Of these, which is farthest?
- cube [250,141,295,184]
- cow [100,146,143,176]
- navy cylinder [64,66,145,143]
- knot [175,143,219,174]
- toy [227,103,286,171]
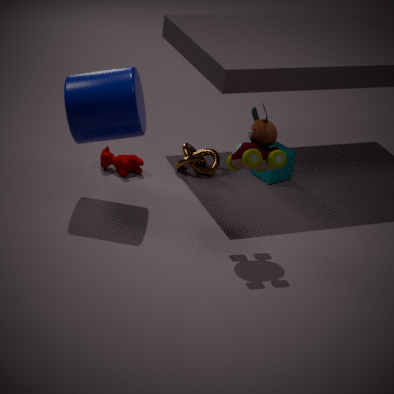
cube [250,141,295,184]
